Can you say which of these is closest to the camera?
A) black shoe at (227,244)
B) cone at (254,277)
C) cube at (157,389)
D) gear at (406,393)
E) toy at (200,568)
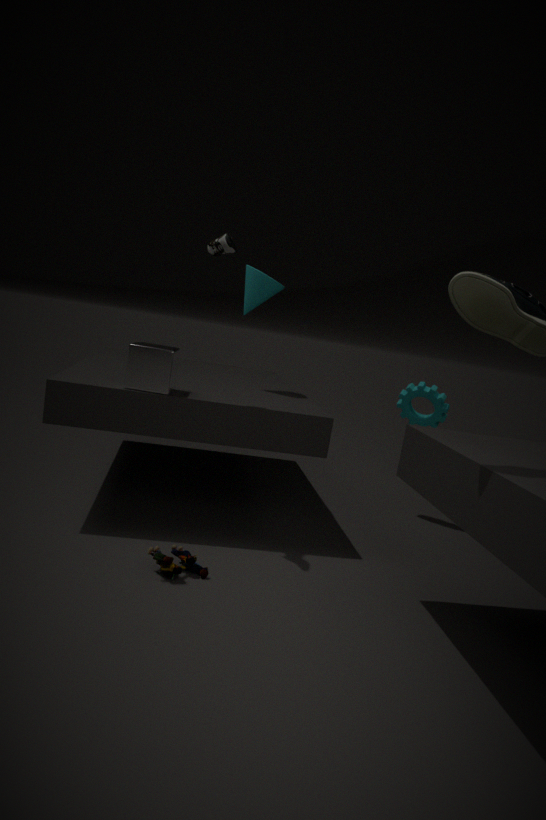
black shoe at (227,244)
